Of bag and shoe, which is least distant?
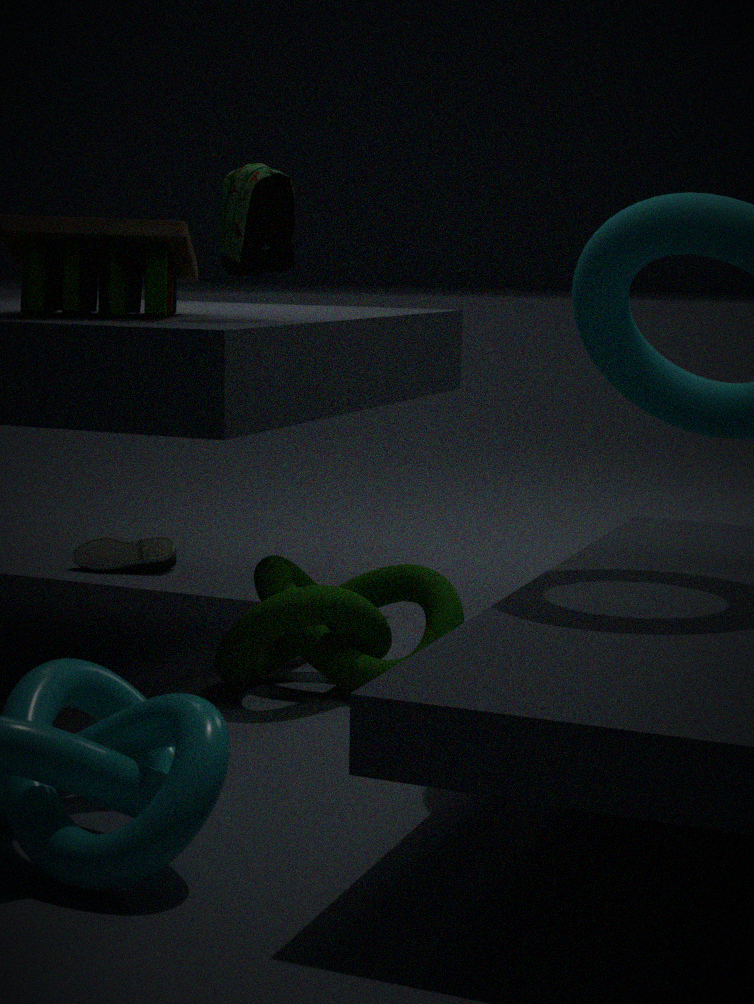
bag
